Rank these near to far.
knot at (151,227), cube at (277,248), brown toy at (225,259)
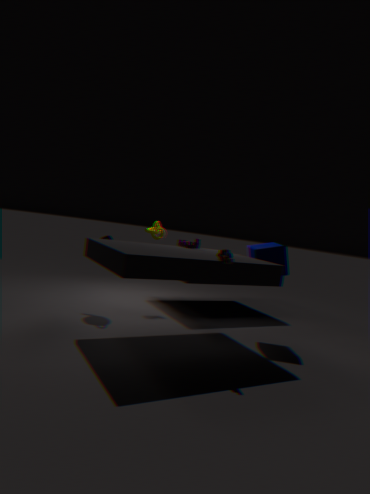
brown toy at (225,259)
cube at (277,248)
knot at (151,227)
